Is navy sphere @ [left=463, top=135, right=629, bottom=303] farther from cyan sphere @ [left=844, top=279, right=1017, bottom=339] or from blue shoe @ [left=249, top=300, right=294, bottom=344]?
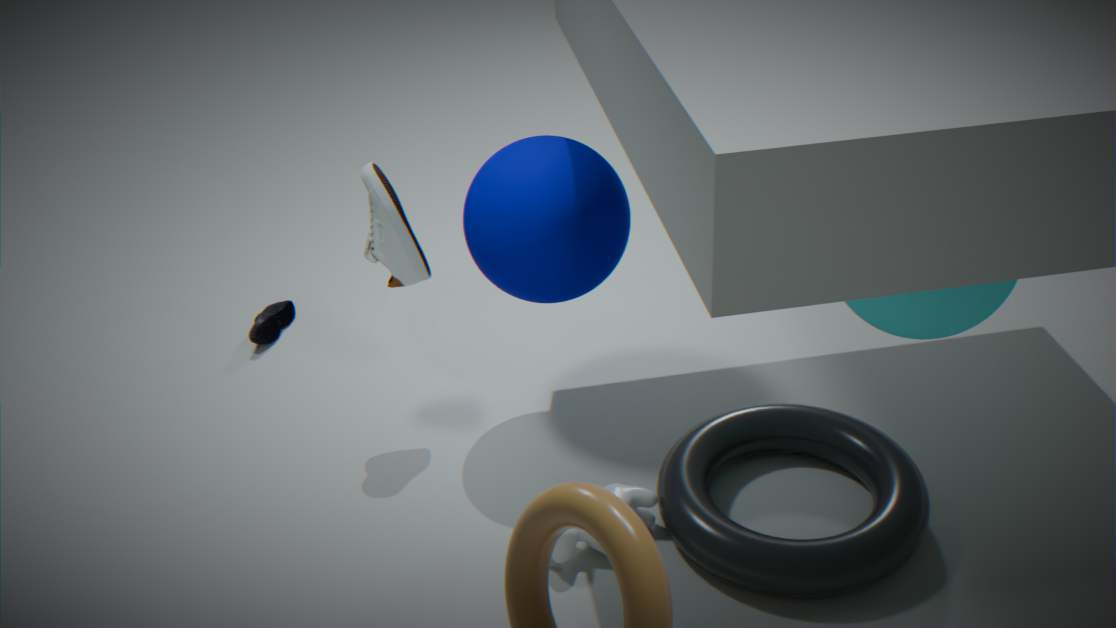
blue shoe @ [left=249, top=300, right=294, bottom=344]
